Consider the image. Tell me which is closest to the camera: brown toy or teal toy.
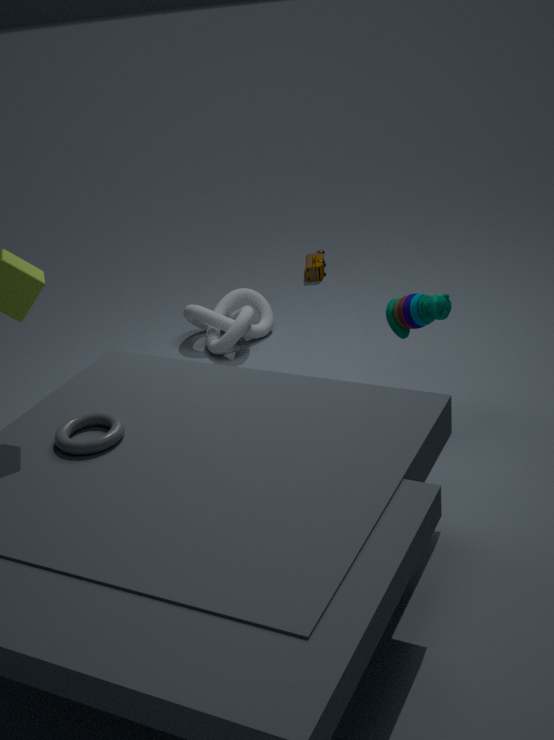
teal toy
